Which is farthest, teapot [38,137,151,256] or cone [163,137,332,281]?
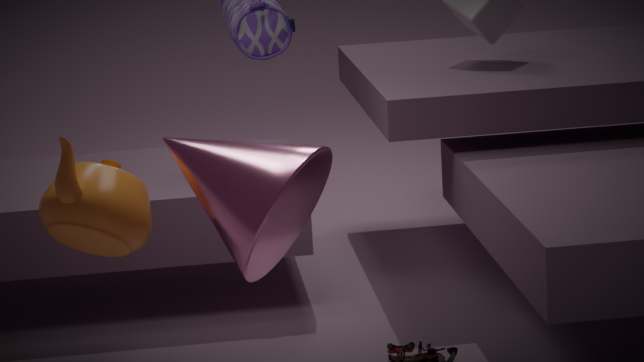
teapot [38,137,151,256]
